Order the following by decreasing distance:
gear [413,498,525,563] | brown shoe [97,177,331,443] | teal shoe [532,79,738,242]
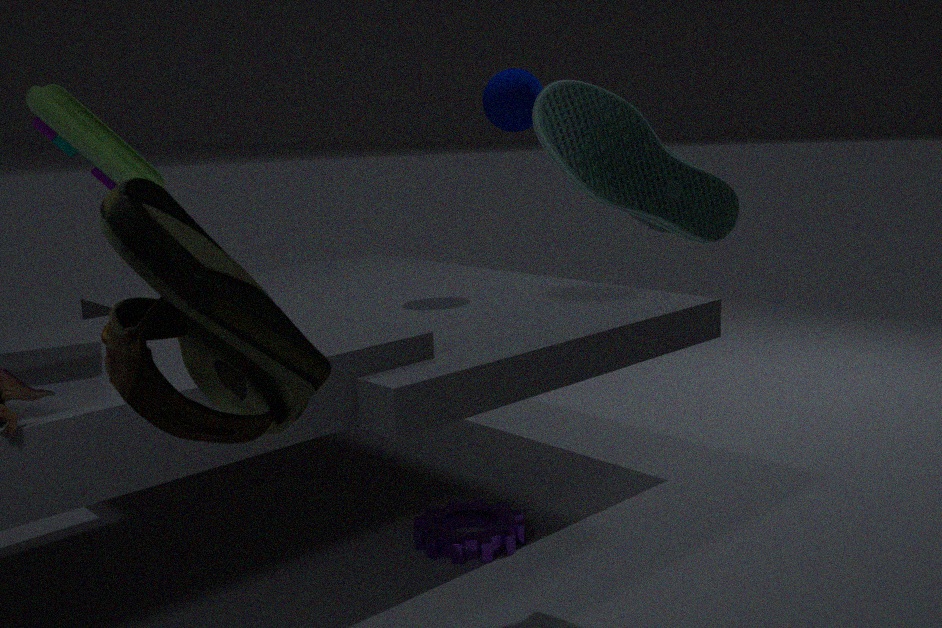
gear [413,498,525,563] < teal shoe [532,79,738,242] < brown shoe [97,177,331,443]
